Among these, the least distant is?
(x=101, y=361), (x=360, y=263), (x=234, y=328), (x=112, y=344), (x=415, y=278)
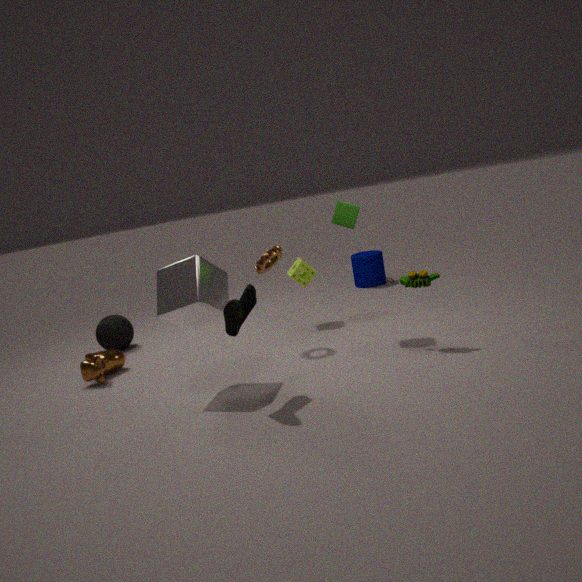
(x=234, y=328)
